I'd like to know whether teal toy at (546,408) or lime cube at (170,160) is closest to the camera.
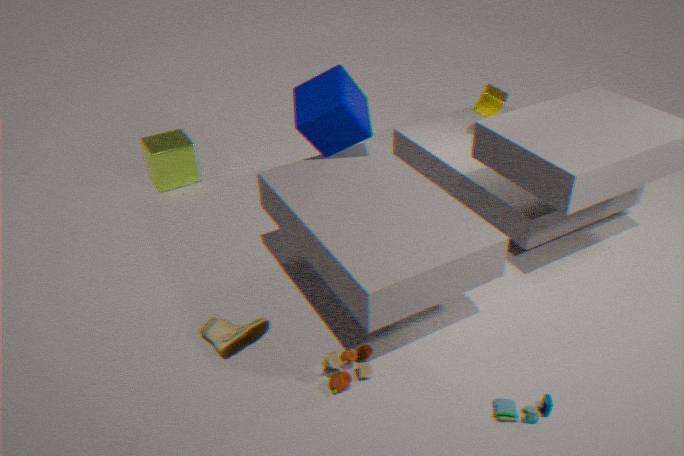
teal toy at (546,408)
